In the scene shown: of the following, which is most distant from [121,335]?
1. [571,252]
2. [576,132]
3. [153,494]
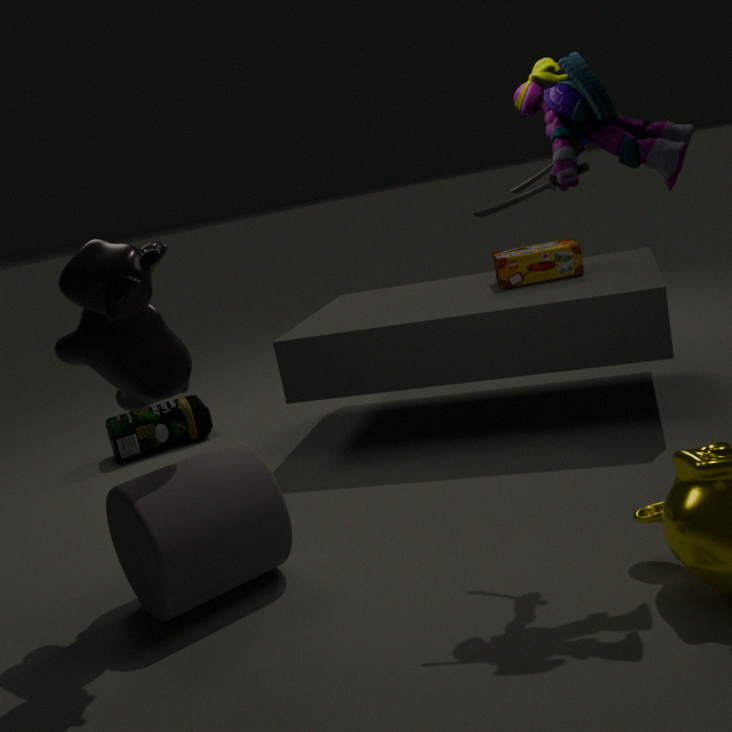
[571,252]
